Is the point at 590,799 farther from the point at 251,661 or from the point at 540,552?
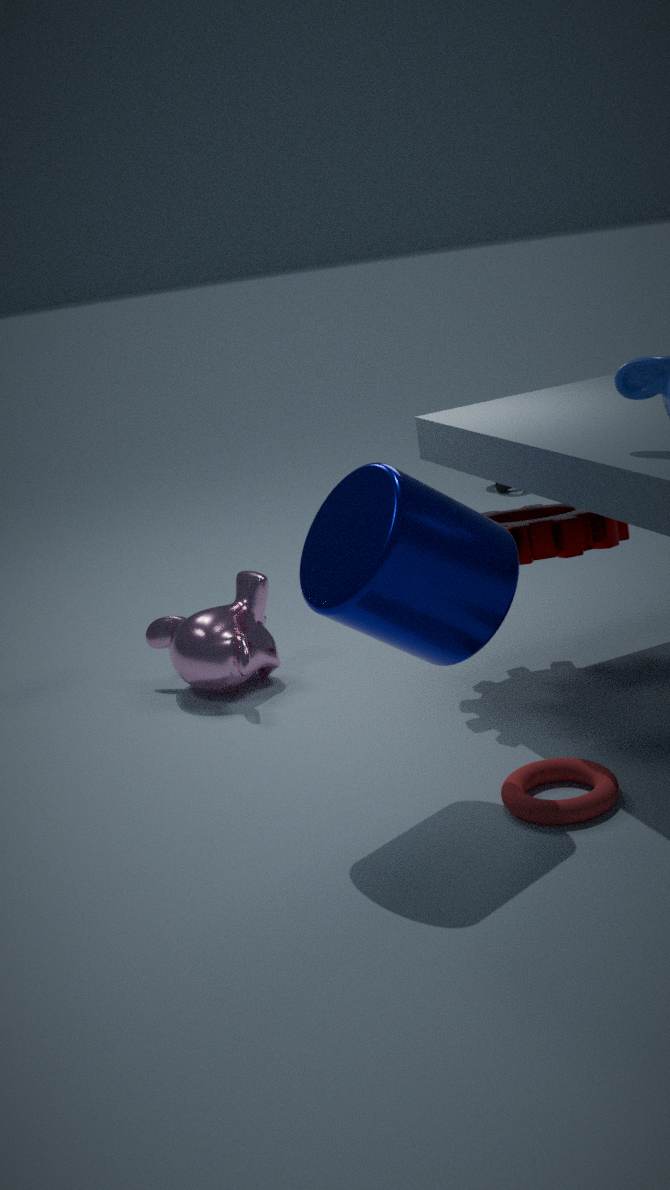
the point at 251,661
